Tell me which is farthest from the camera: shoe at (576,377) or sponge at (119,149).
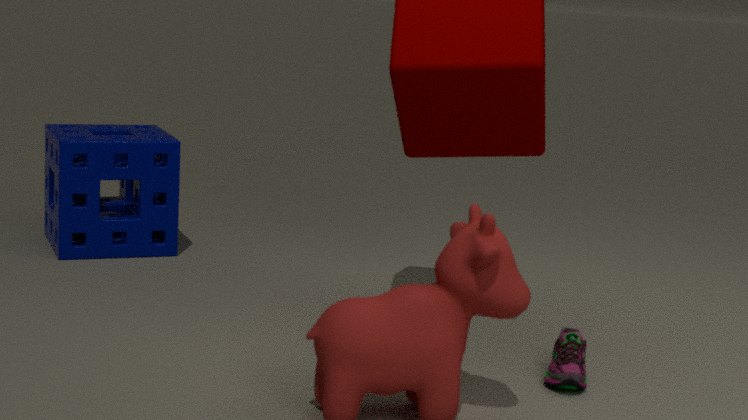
sponge at (119,149)
